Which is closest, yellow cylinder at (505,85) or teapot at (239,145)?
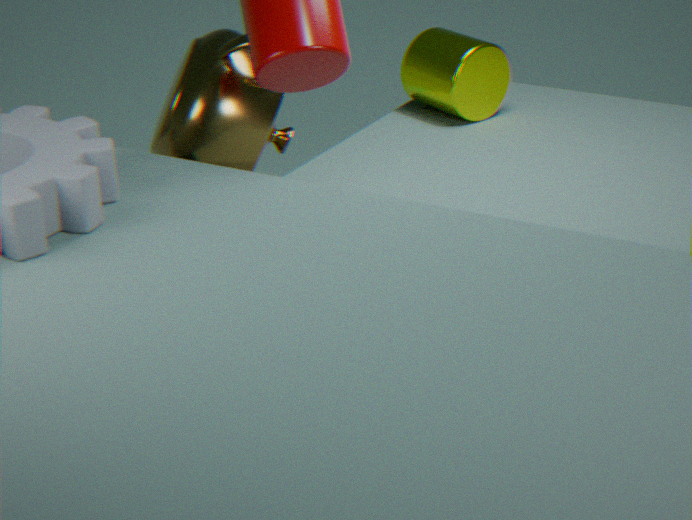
teapot at (239,145)
